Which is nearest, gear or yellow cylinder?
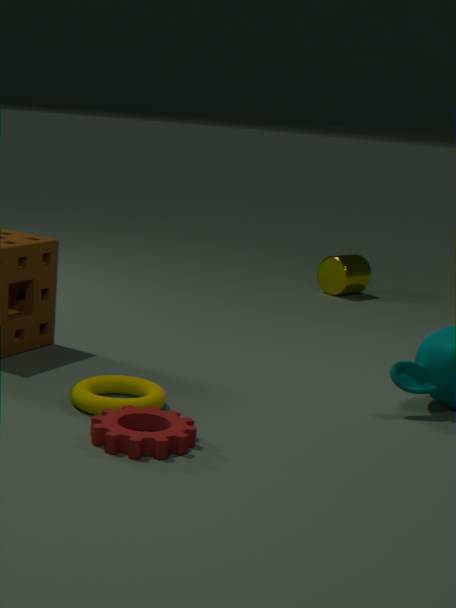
gear
